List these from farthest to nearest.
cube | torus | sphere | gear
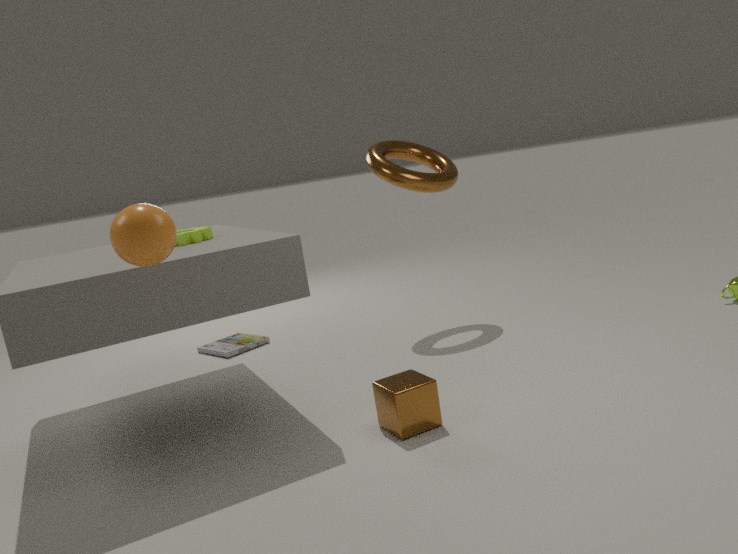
torus, gear, cube, sphere
